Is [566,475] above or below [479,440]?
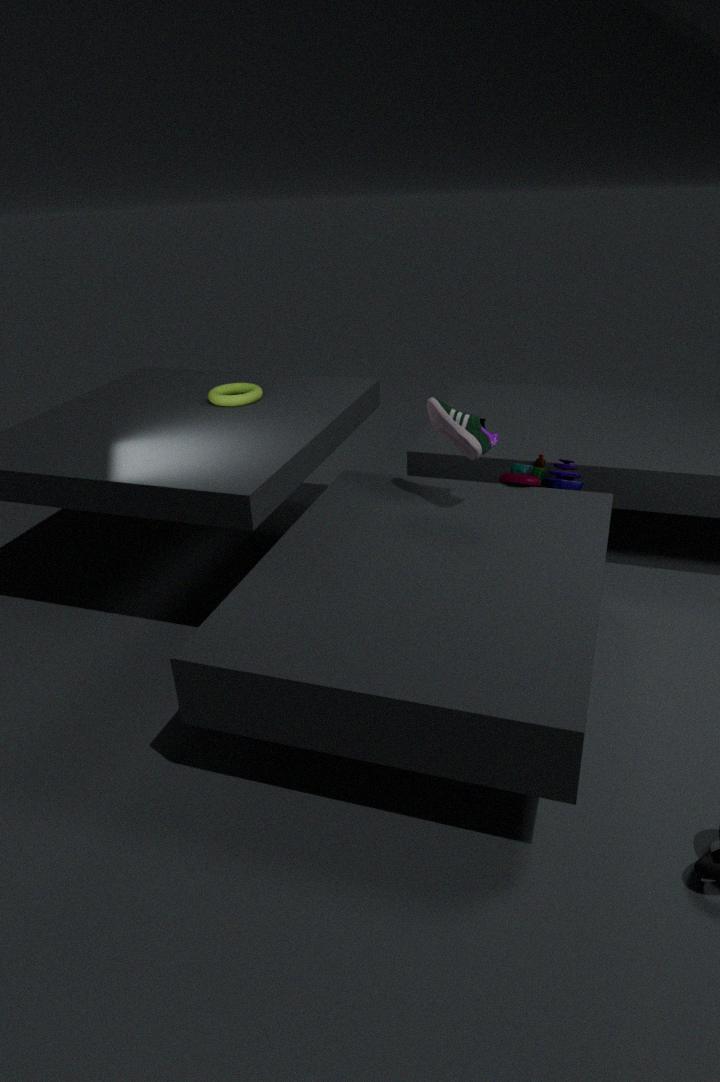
below
